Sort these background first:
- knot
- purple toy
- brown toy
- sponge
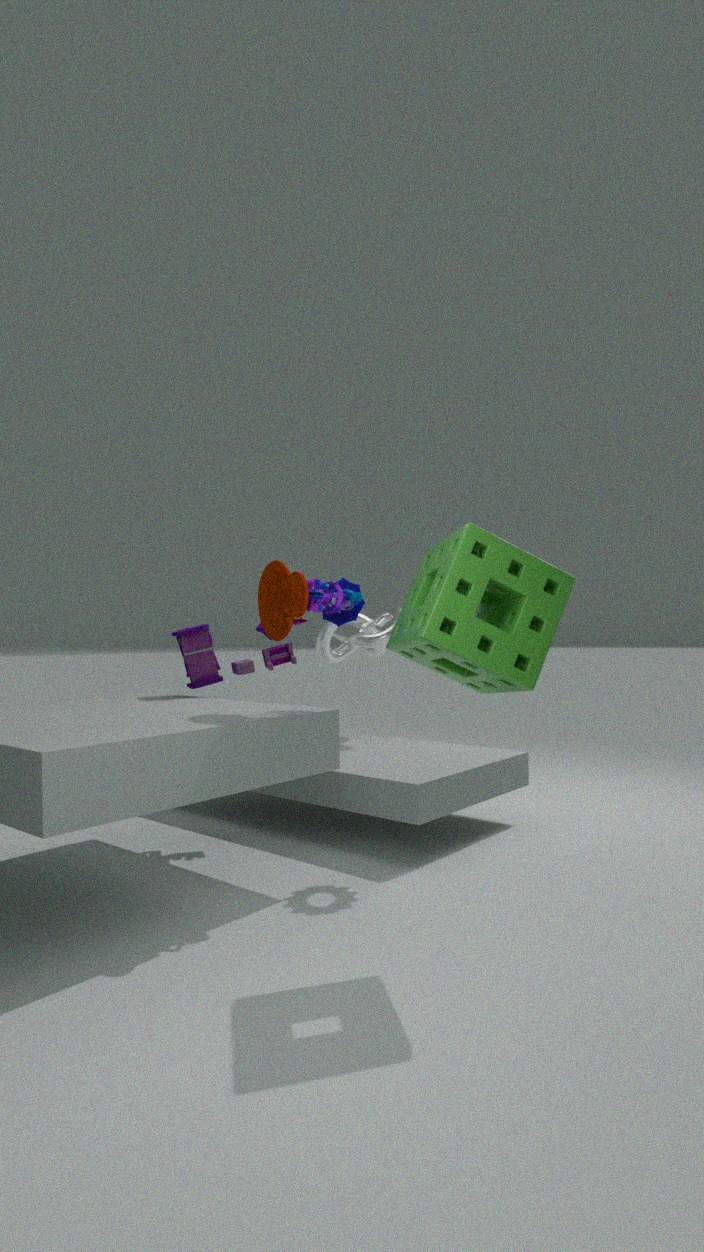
knot, purple toy, brown toy, sponge
